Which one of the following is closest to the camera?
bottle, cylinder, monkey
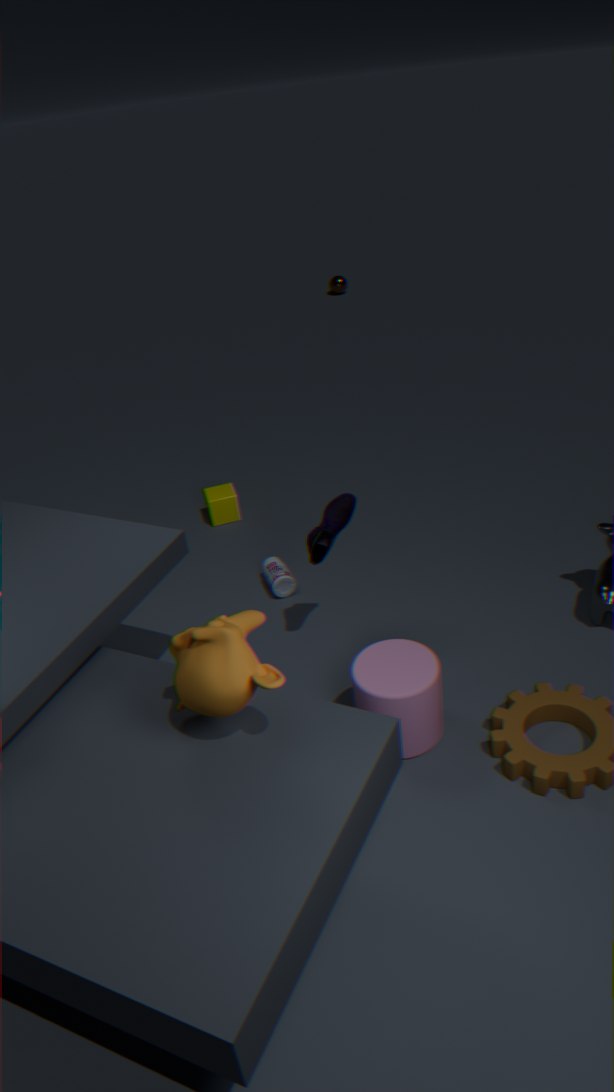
monkey
